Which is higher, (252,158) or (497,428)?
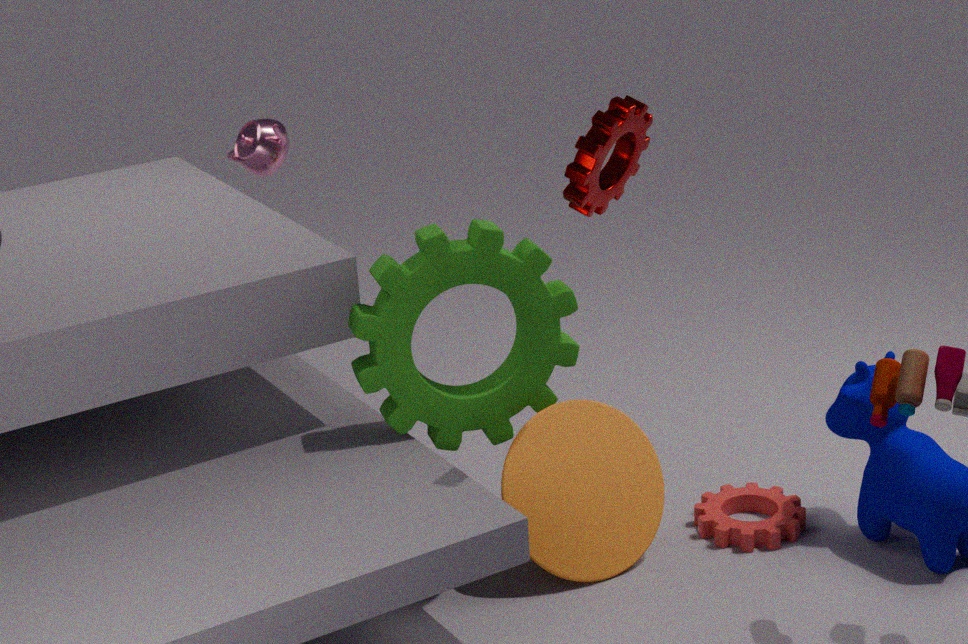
(252,158)
